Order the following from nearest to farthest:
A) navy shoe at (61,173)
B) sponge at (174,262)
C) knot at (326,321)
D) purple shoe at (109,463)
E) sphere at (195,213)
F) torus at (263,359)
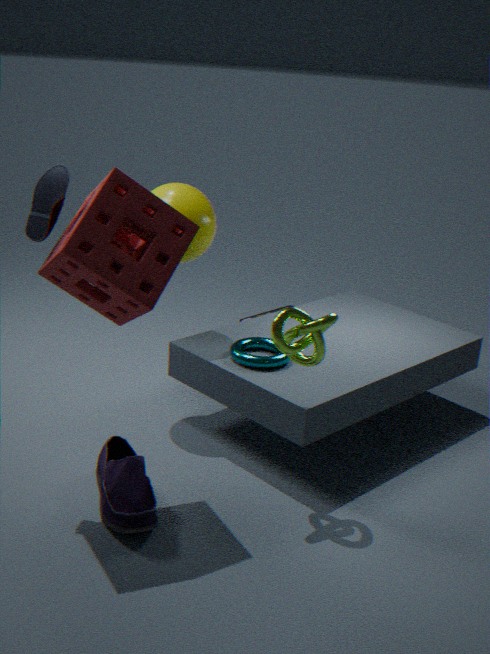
sponge at (174,262) → purple shoe at (109,463) → navy shoe at (61,173) → knot at (326,321) → torus at (263,359) → sphere at (195,213)
